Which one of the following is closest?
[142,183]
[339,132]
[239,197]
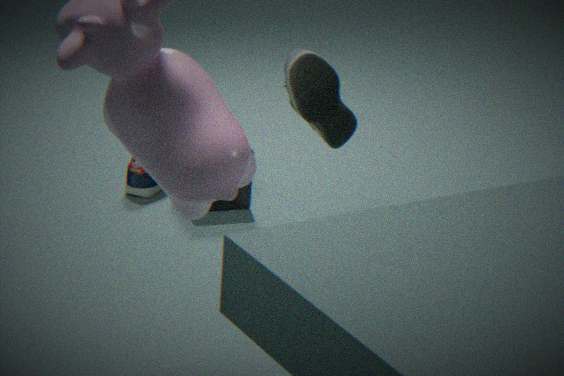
[339,132]
